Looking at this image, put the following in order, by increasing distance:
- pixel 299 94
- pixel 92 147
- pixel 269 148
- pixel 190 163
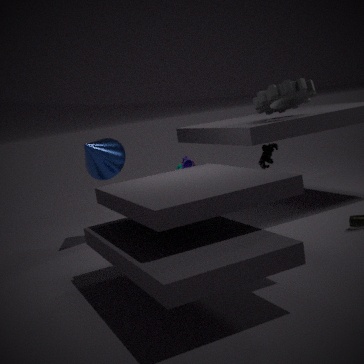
pixel 299 94 < pixel 190 163 < pixel 92 147 < pixel 269 148
